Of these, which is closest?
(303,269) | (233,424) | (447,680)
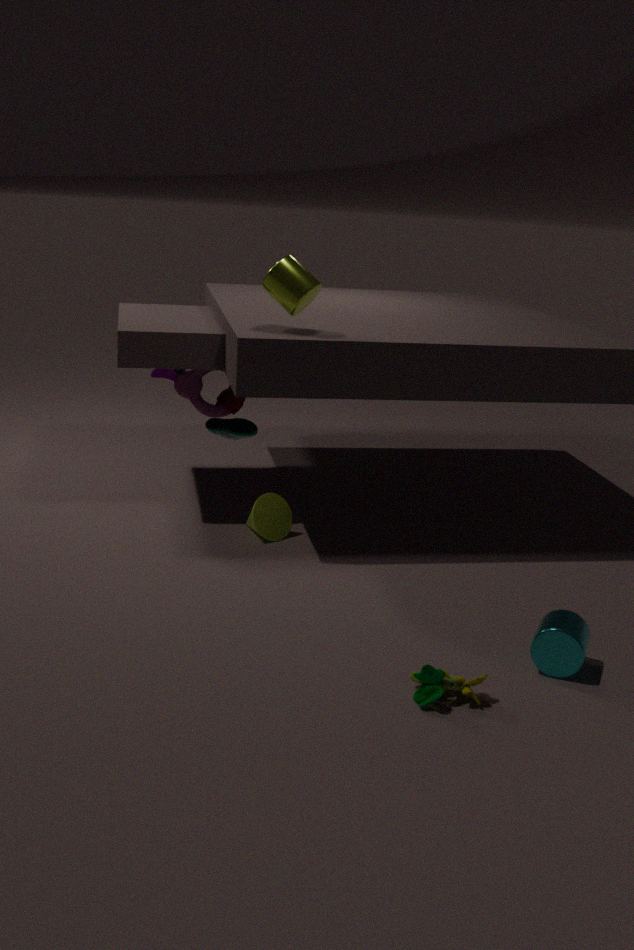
(447,680)
